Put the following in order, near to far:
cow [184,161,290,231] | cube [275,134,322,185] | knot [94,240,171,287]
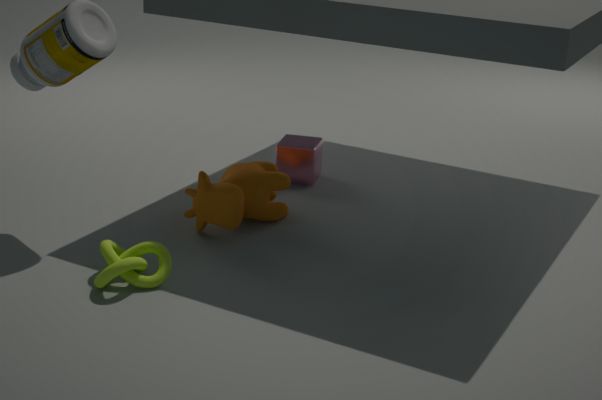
knot [94,240,171,287]
cow [184,161,290,231]
cube [275,134,322,185]
